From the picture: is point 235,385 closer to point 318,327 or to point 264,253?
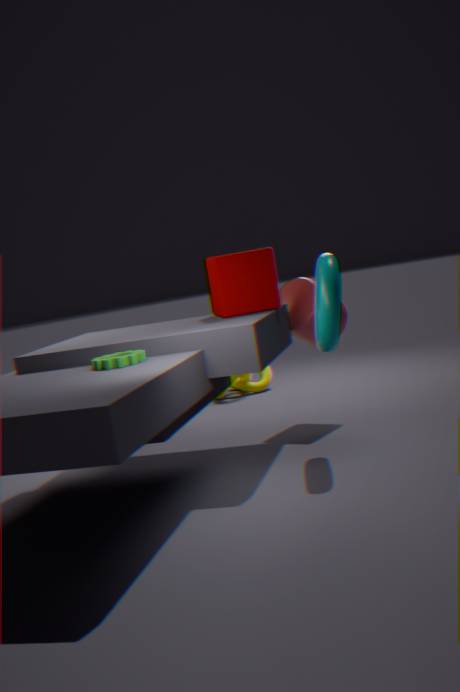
point 264,253
